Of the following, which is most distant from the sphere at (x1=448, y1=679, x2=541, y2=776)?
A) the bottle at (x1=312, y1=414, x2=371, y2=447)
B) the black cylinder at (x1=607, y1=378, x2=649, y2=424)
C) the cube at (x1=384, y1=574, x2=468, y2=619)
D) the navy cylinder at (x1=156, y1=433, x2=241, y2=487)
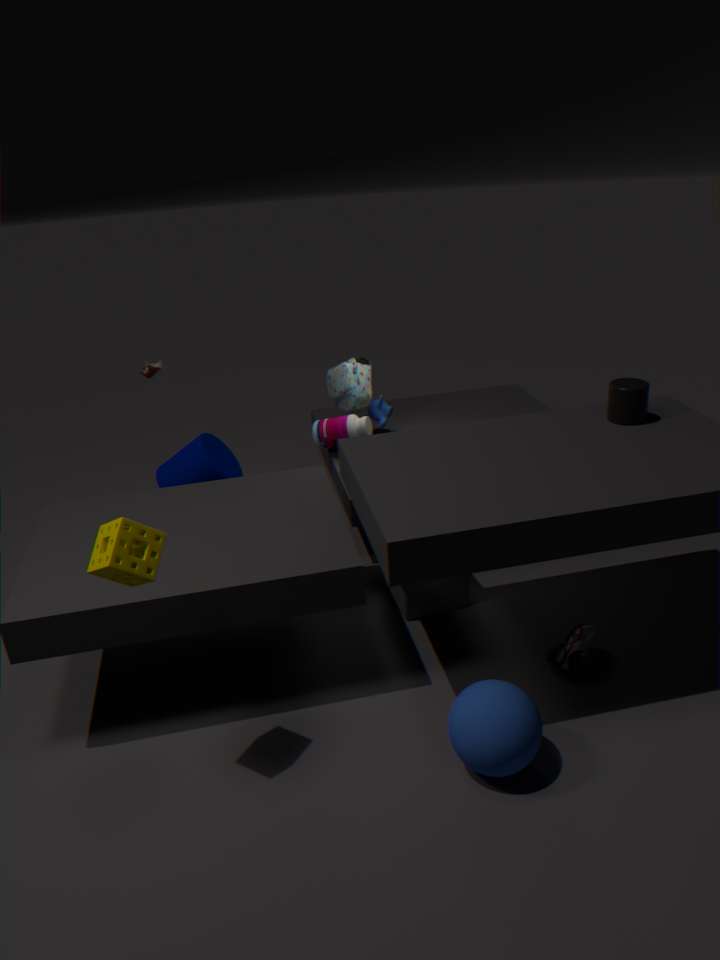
the bottle at (x1=312, y1=414, x2=371, y2=447)
